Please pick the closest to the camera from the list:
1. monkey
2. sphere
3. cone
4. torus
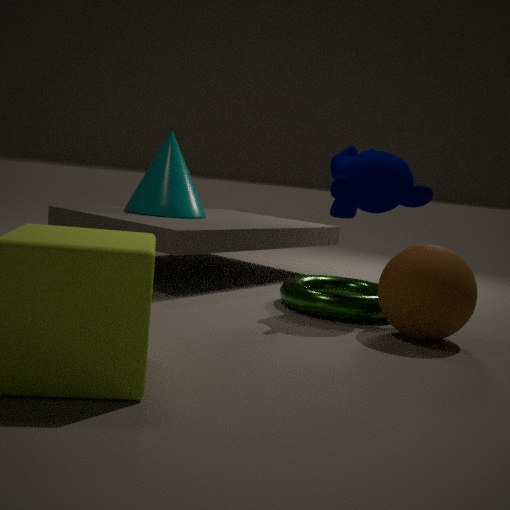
sphere
